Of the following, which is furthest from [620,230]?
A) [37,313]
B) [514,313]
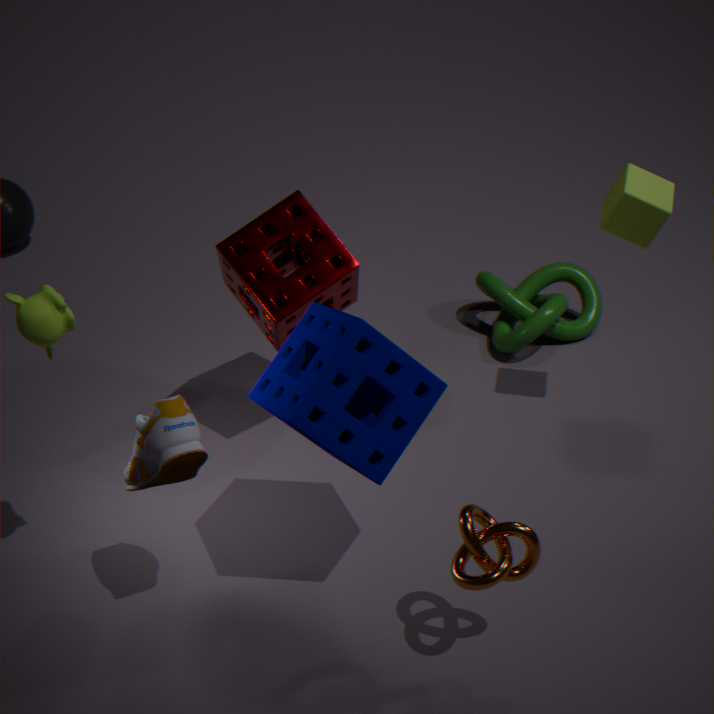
[37,313]
